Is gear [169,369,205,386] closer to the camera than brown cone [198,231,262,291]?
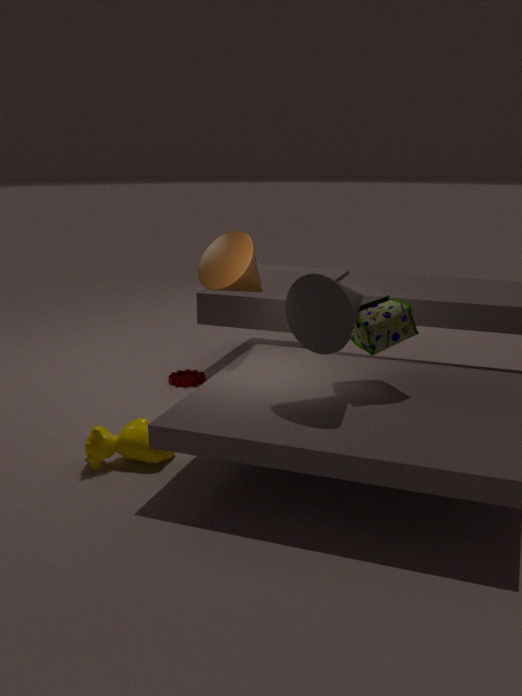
No
